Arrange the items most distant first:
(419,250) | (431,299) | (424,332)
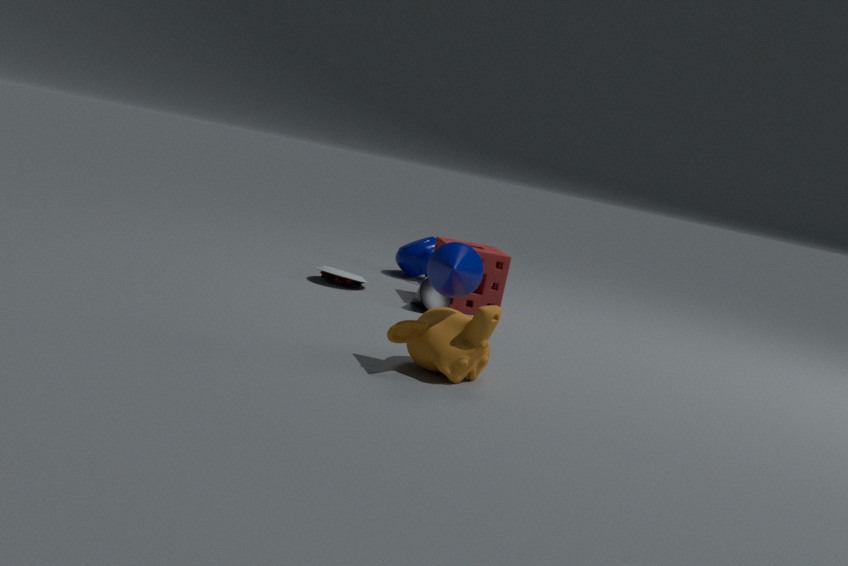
(419,250) → (431,299) → (424,332)
